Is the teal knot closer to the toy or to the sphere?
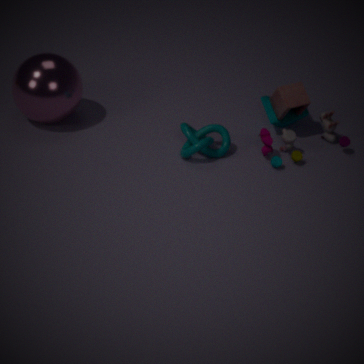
the toy
